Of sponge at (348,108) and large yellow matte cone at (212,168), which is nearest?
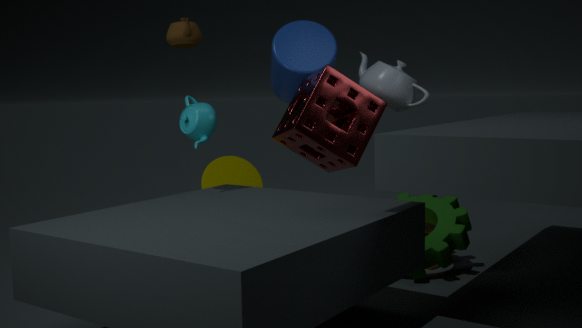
sponge at (348,108)
